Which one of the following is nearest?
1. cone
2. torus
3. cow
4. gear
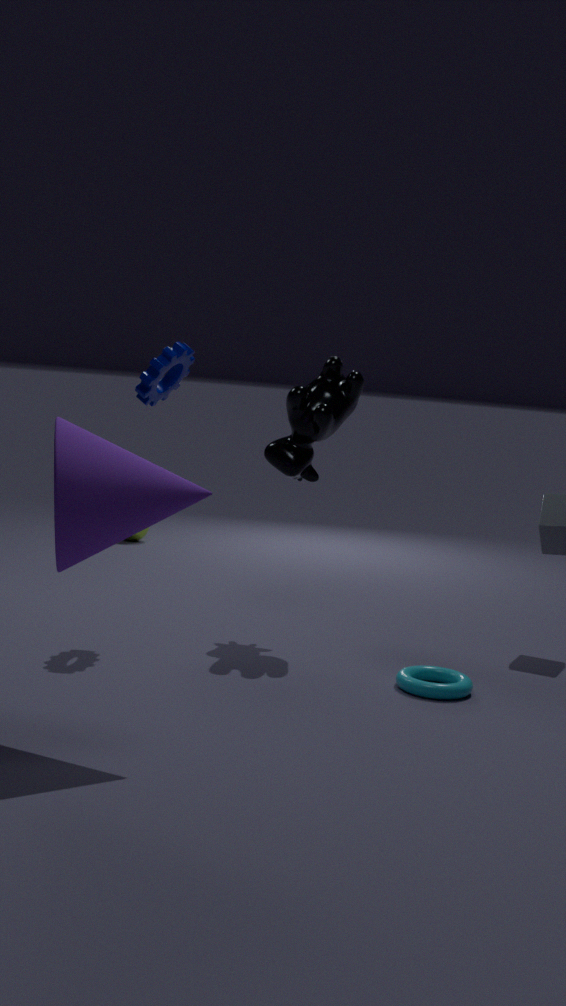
cone
